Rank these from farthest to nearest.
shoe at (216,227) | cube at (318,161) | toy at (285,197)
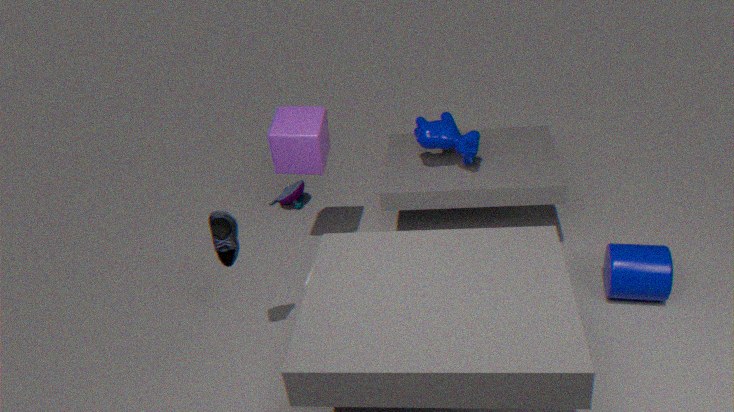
toy at (285,197) < cube at (318,161) < shoe at (216,227)
